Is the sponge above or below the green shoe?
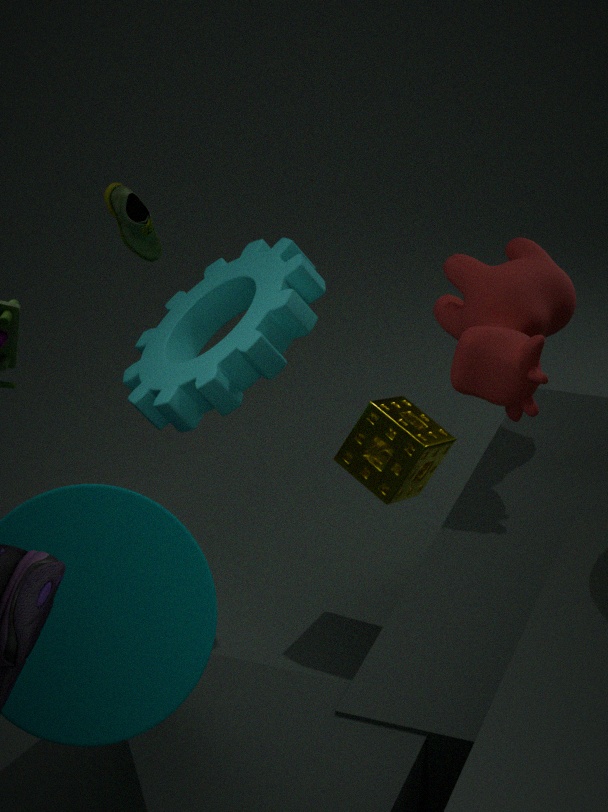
below
